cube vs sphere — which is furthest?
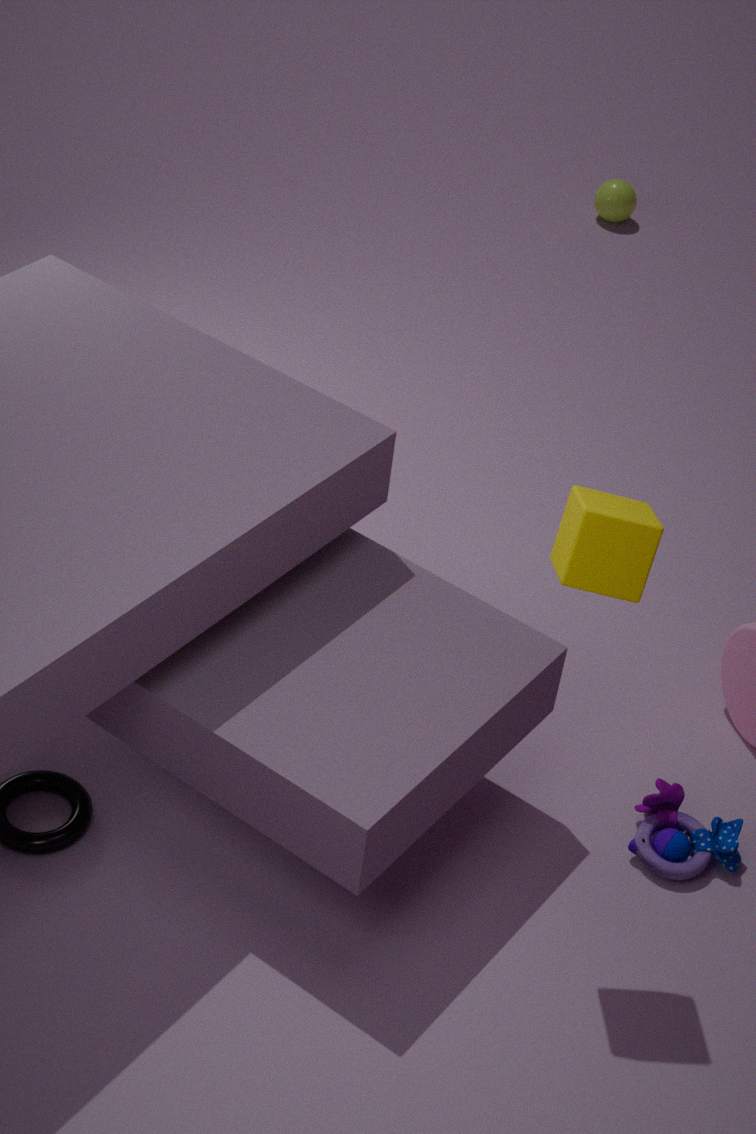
sphere
